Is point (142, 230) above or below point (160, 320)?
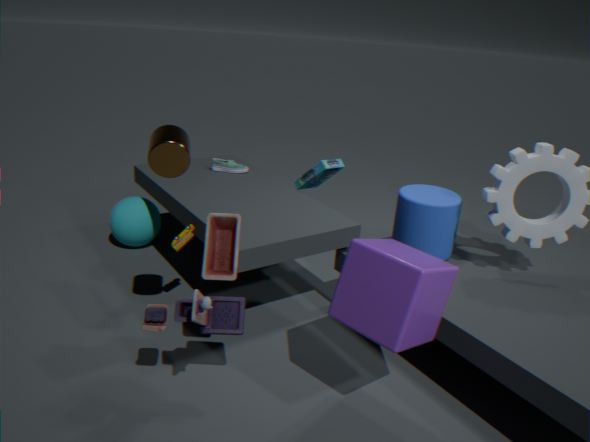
below
